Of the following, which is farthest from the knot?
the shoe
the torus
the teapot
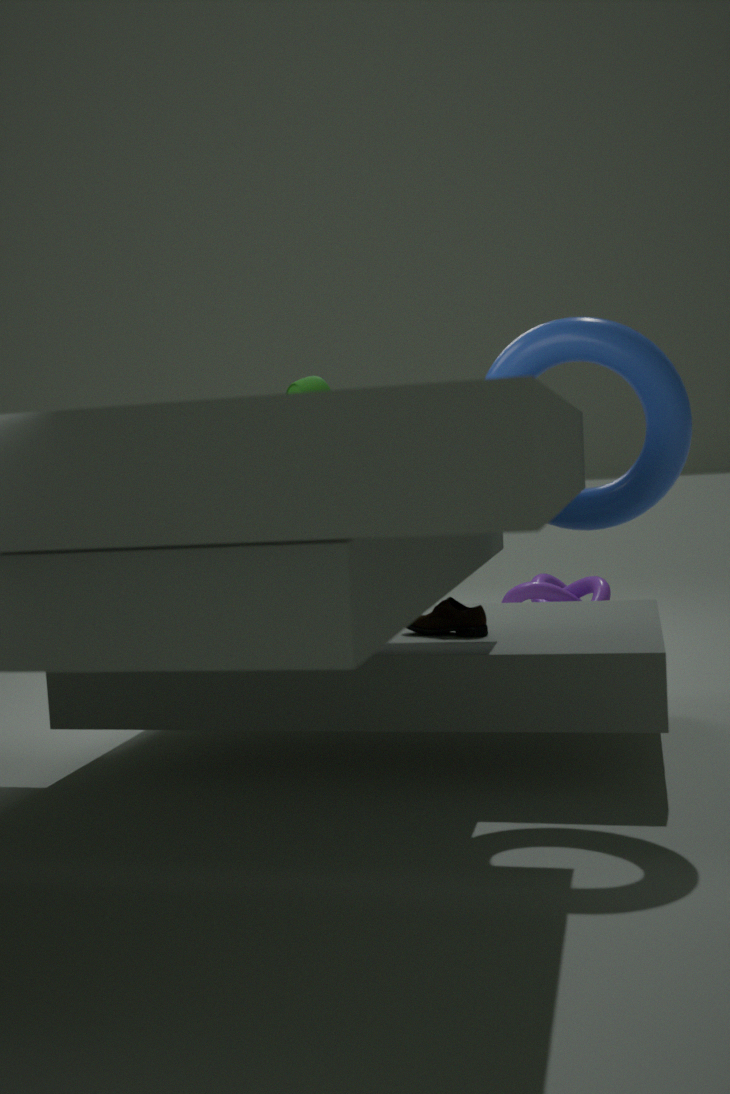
the torus
